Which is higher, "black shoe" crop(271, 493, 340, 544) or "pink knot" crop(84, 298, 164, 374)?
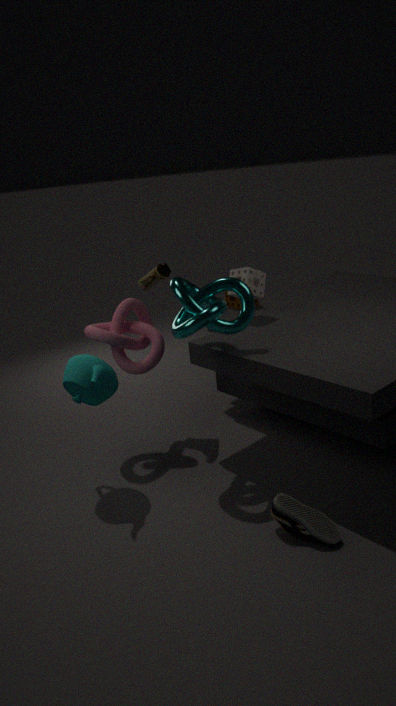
"pink knot" crop(84, 298, 164, 374)
